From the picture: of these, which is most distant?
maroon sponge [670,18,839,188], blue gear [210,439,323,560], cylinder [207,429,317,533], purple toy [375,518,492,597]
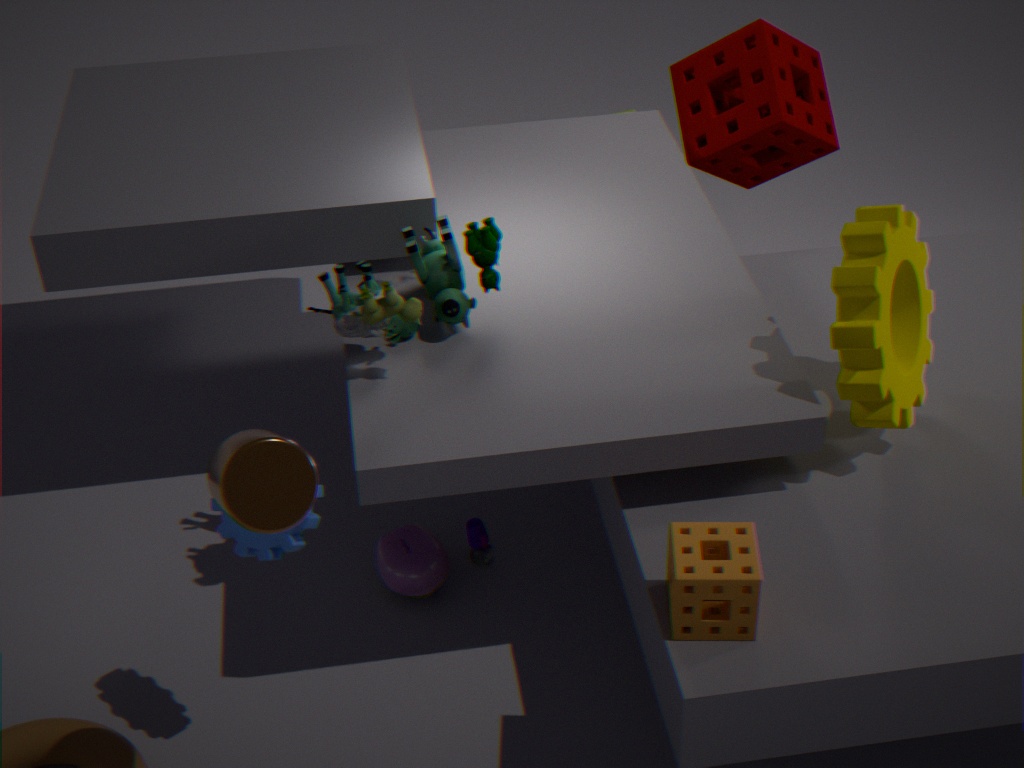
maroon sponge [670,18,839,188]
